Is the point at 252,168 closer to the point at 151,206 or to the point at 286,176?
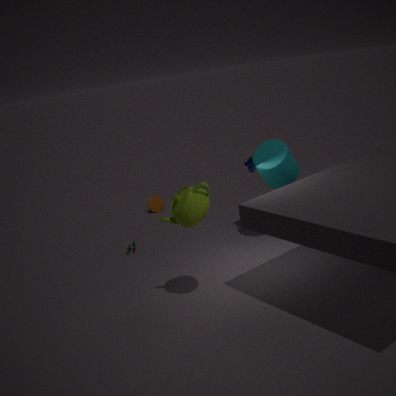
the point at 286,176
